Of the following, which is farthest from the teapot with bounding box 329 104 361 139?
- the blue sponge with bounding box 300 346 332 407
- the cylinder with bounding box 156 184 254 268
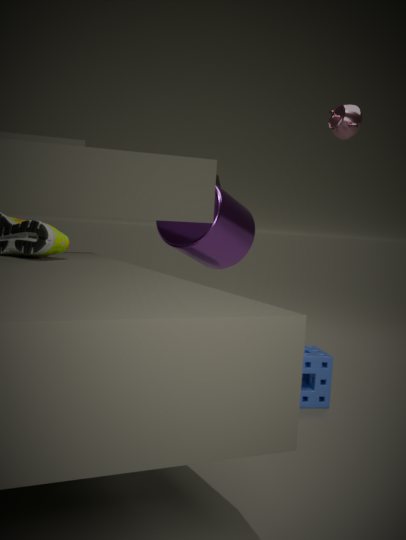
the blue sponge with bounding box 300 346 332 407
